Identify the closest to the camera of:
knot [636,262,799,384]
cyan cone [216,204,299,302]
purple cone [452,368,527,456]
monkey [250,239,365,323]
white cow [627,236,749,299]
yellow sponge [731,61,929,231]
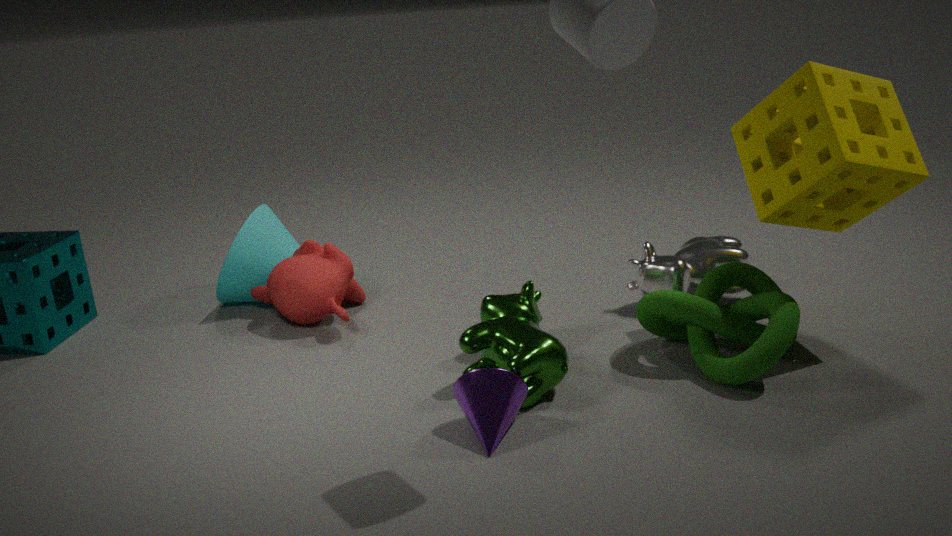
purple cone [452,368,527,456]
